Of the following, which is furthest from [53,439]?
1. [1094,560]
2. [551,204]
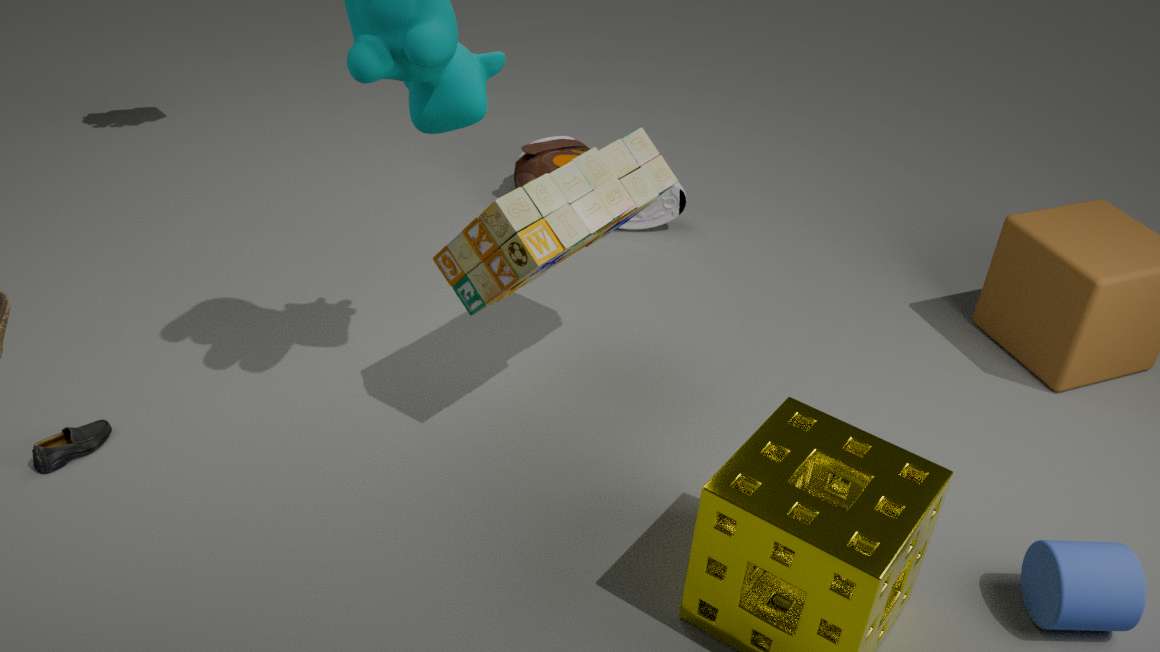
[1094,560]
